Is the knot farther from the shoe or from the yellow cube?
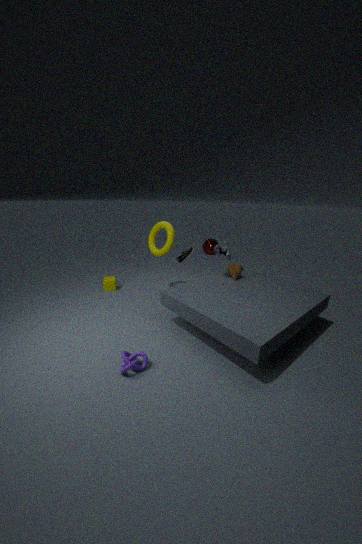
the shoe
